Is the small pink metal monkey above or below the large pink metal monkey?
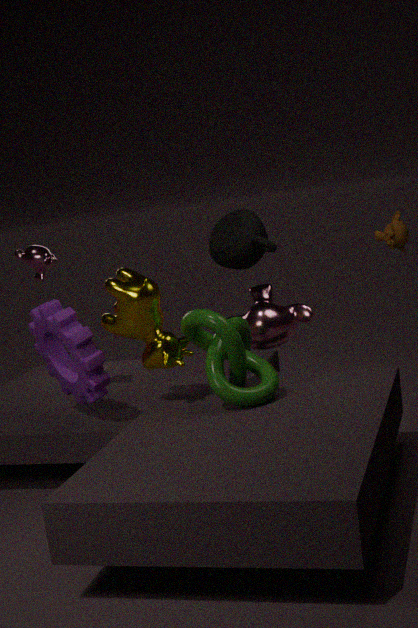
above
